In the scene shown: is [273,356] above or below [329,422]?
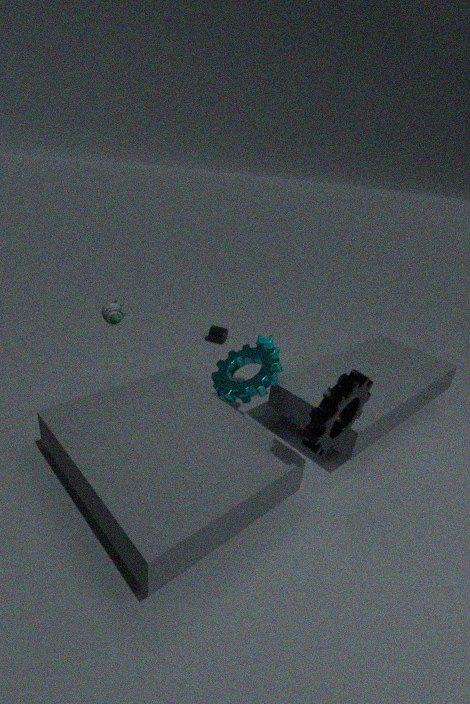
below
